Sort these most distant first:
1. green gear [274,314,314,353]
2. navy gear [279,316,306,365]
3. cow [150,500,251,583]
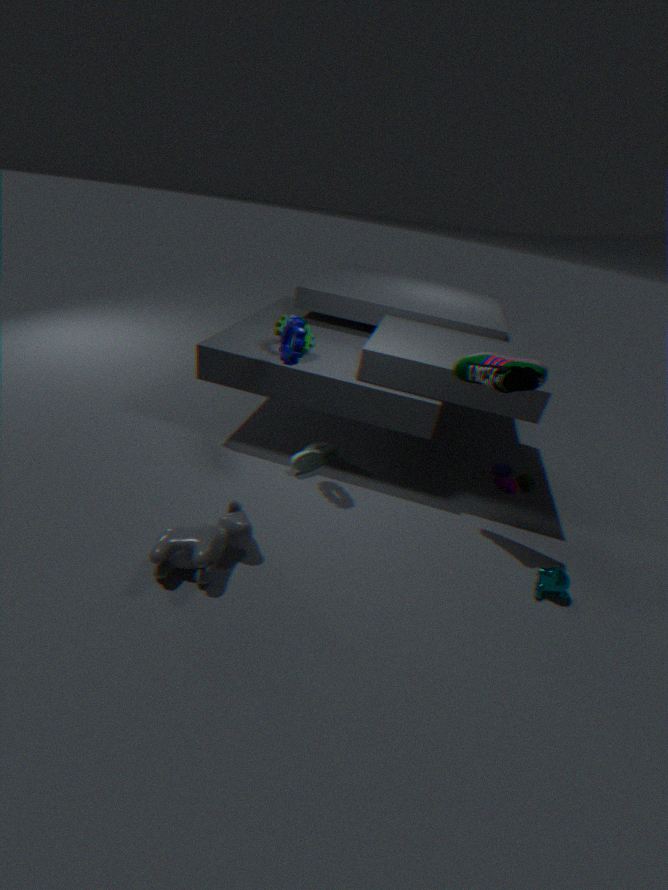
green gear [274,314,314,353] → navy gear [279,316,306,365] → cow [150,500,251,583]
